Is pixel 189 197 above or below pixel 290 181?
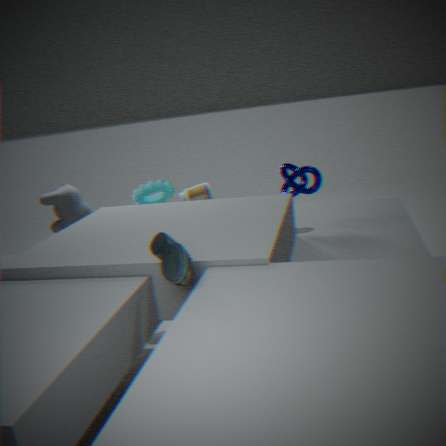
below
